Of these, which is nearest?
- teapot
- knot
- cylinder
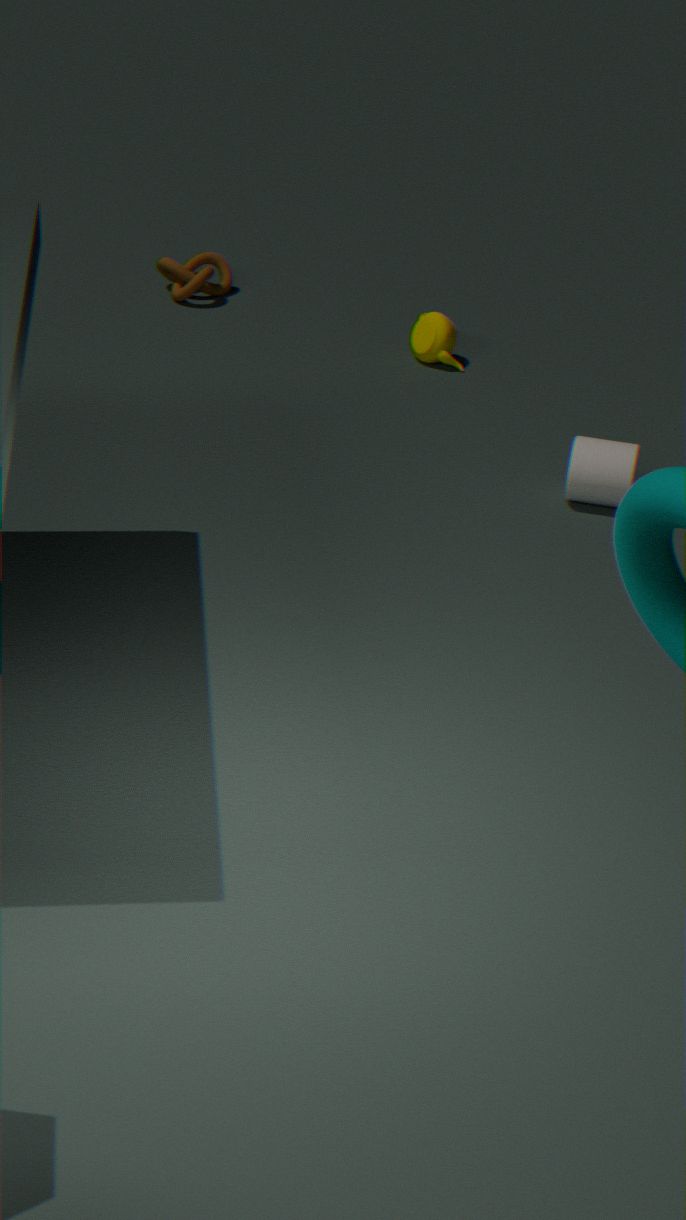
cylinder
